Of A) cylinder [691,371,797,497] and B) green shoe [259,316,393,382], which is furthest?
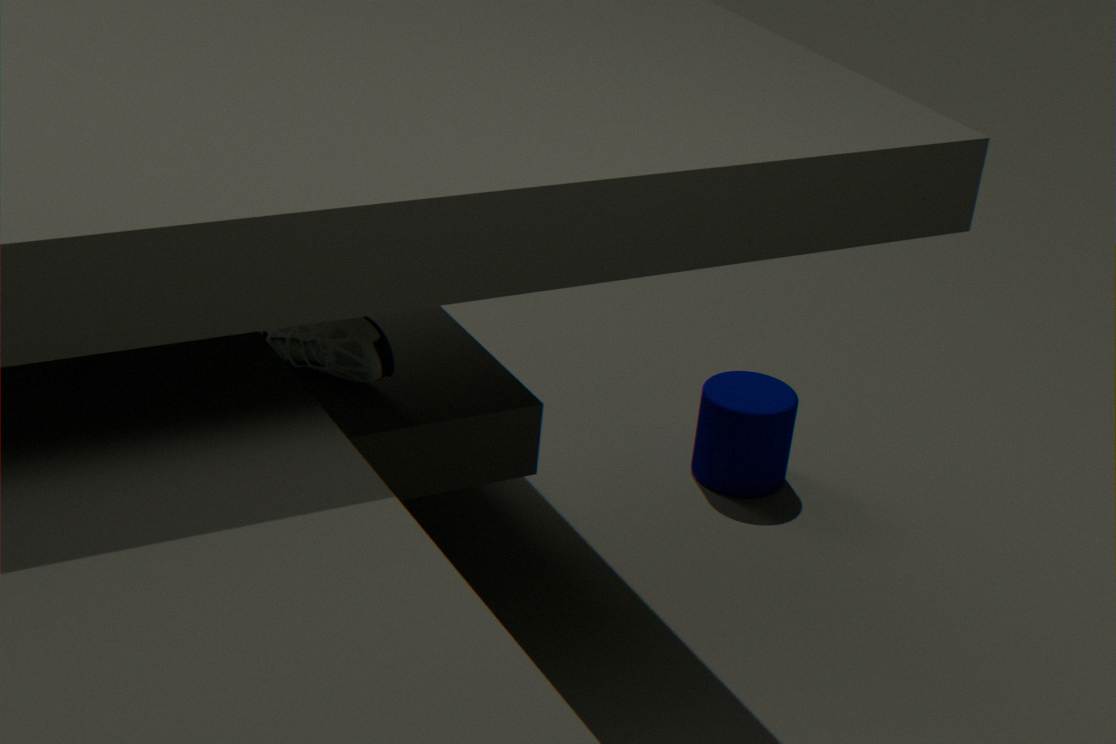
A. cylinder [691,371,797,497]
